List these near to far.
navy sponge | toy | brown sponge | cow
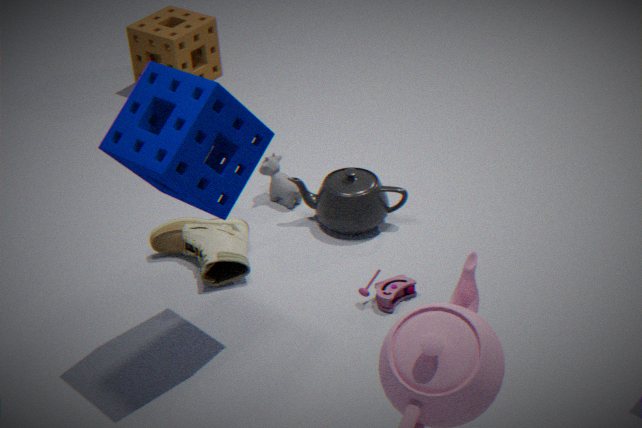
1. navy sponge
2. toy
3. cow
4. brown sponge
